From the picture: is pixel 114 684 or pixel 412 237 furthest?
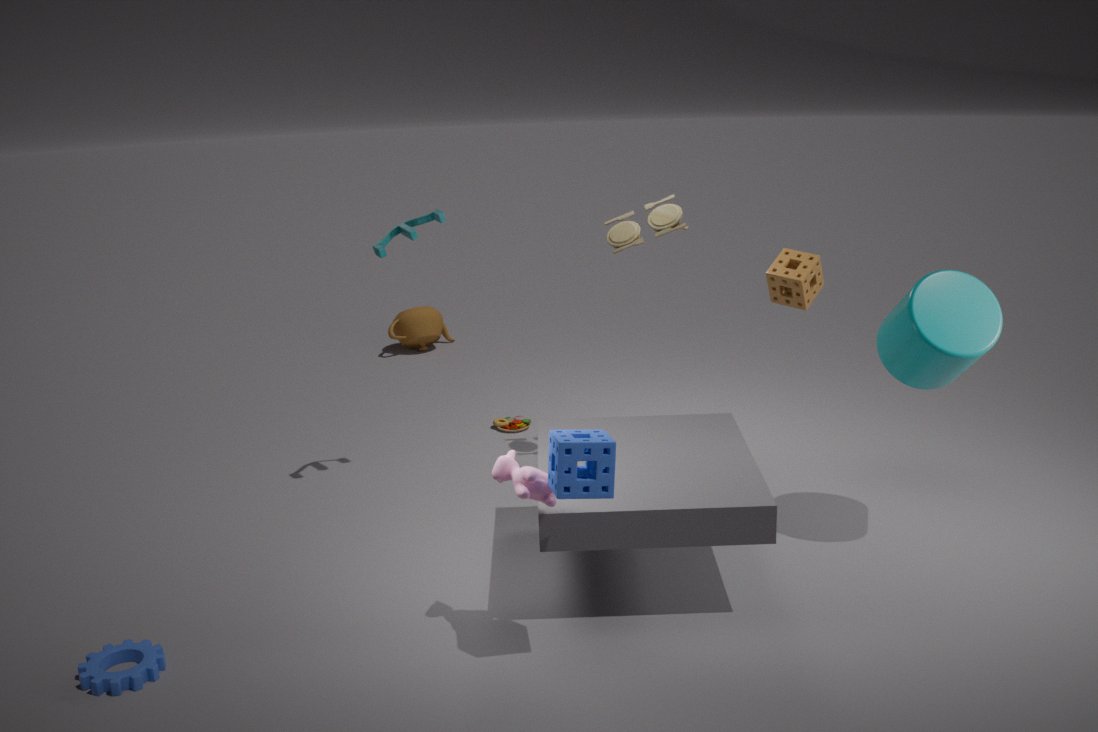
pixel 412 237
